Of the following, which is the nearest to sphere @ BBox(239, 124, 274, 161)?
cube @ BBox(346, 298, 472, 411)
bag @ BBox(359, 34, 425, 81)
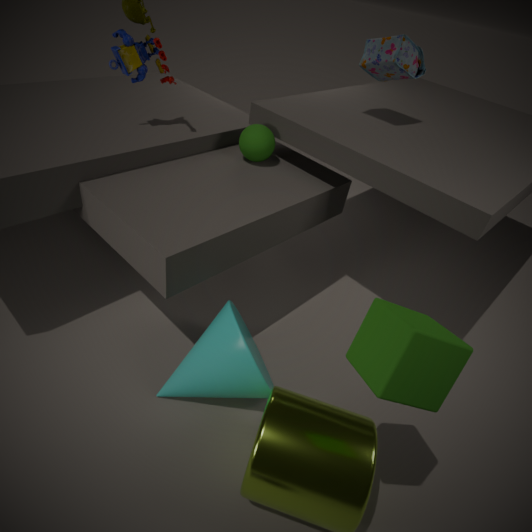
bag @ BBox(359, 34, 425, 81)
